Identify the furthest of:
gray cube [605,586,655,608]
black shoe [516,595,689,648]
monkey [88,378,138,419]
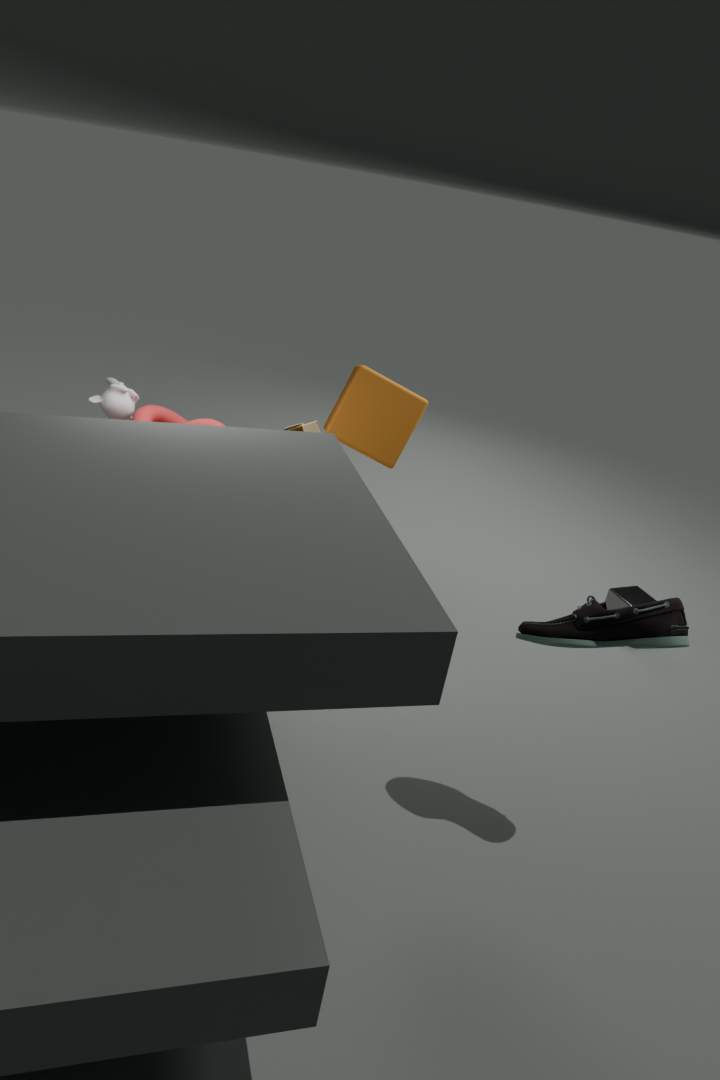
gray cube [605,586,655,608]
